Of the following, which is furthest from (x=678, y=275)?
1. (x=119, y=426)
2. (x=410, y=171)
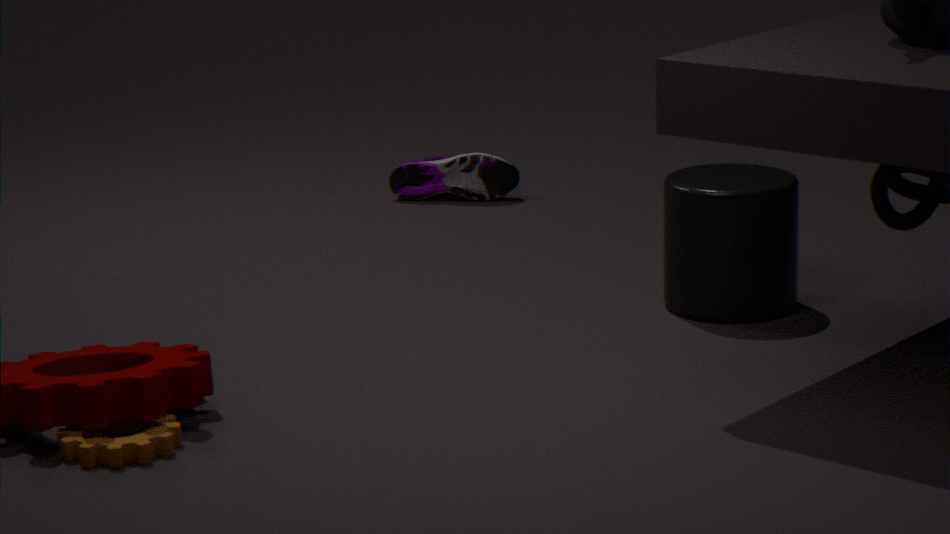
(x=119, y=426)
